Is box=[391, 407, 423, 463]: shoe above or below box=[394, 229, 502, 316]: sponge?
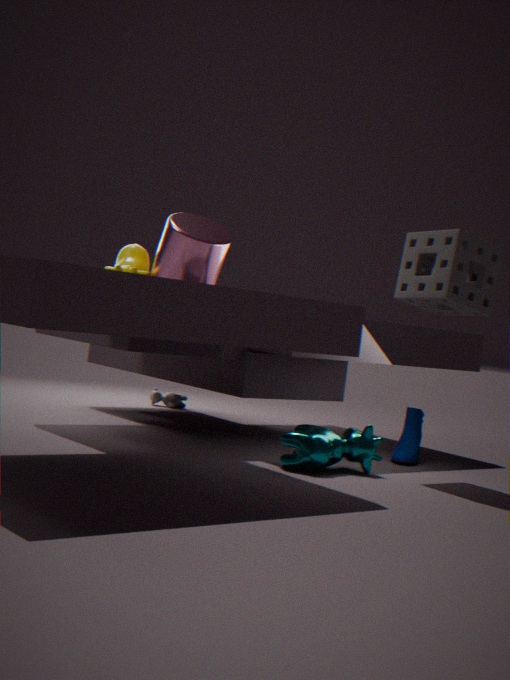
below
